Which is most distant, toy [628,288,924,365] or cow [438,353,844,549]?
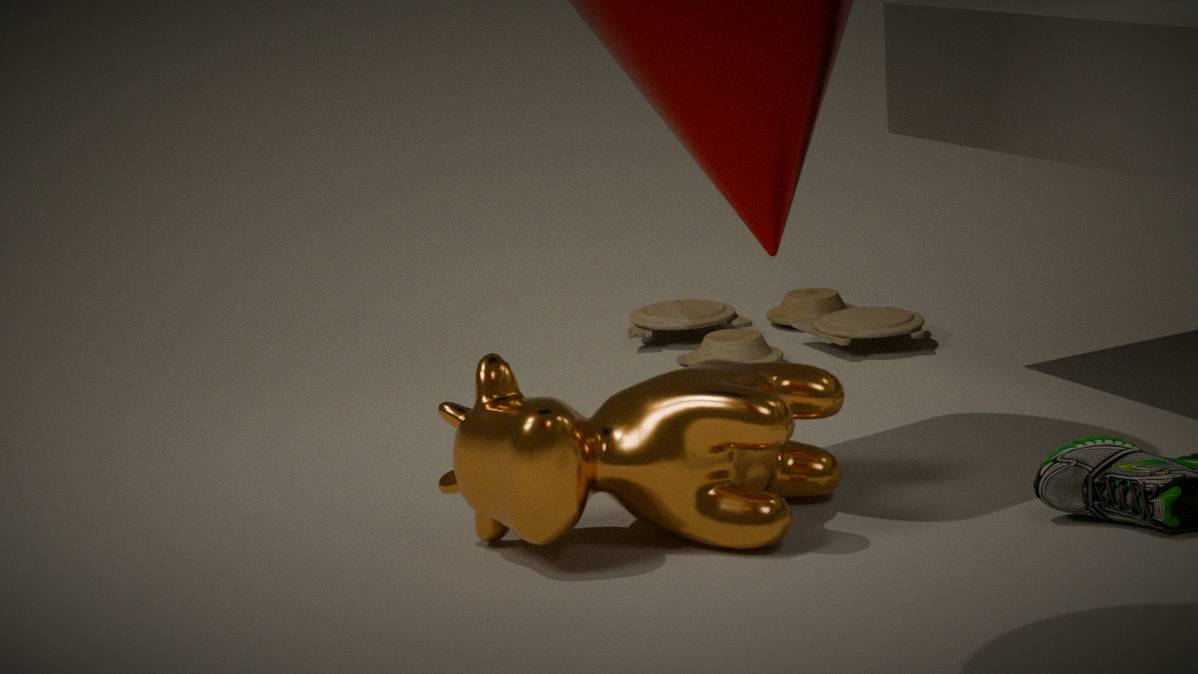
toy [628,288,924,365]
